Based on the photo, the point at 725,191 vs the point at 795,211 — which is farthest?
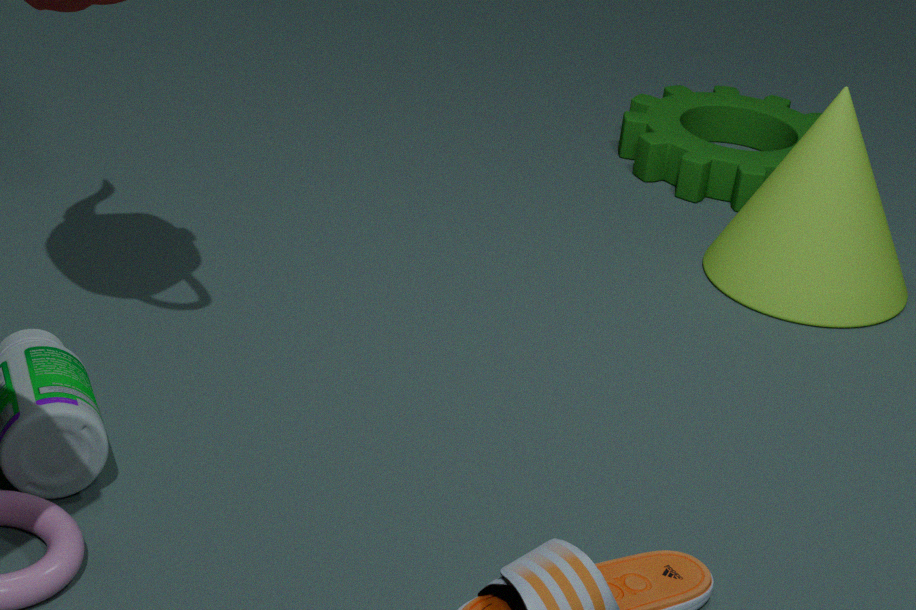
the point at 725,191
